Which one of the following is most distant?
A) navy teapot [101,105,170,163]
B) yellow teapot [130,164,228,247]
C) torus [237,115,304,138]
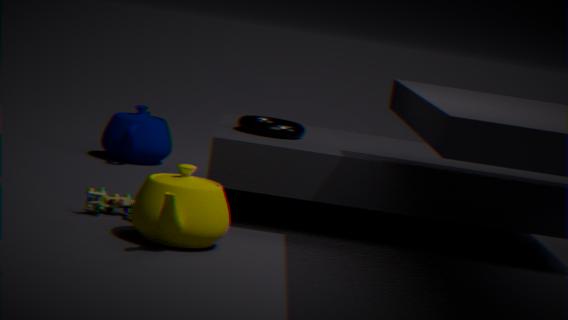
navy teapot [101,105,170,163]
